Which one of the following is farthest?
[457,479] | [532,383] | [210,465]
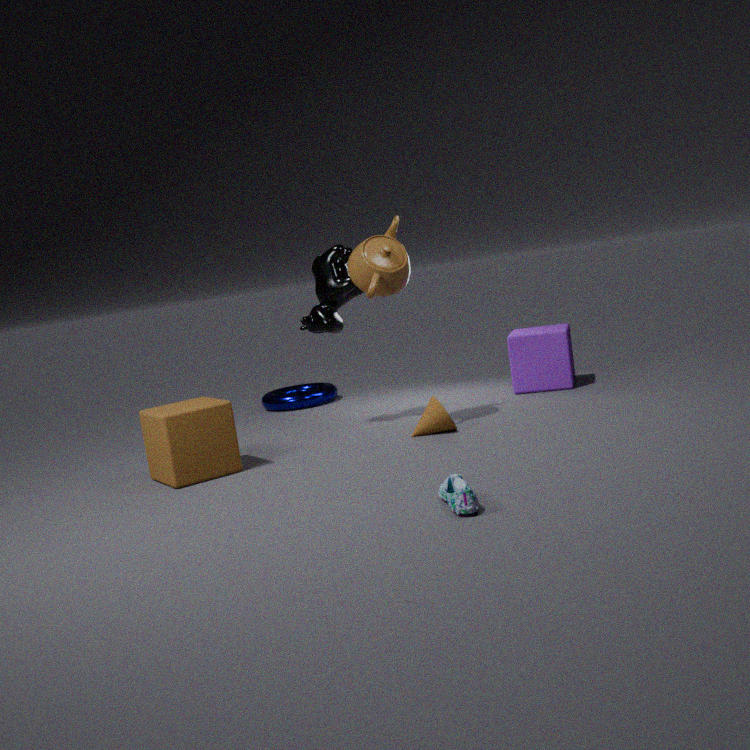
[532,383]
